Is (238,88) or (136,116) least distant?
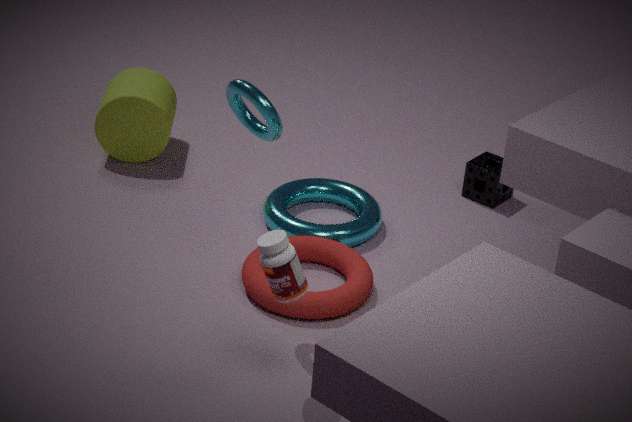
(238,88)
